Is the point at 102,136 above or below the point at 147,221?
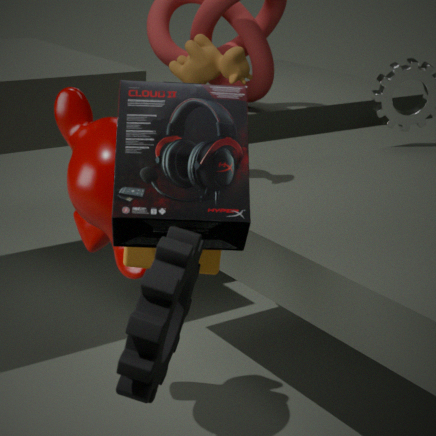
below
